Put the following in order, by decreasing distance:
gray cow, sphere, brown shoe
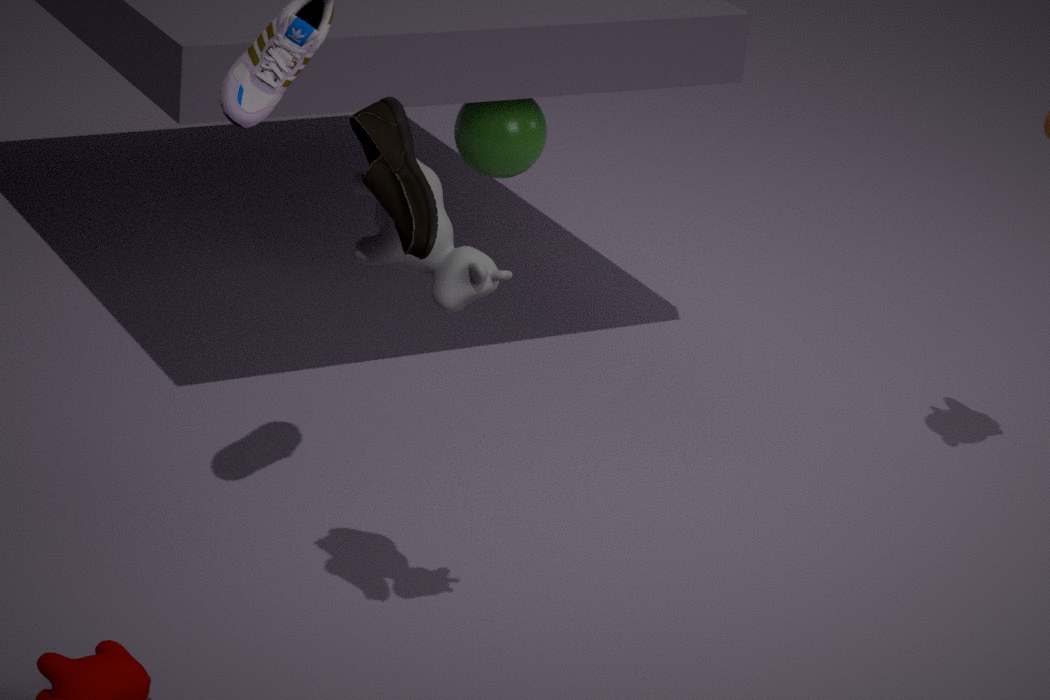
1. sphere
2. gray cow
3. brown shoe
